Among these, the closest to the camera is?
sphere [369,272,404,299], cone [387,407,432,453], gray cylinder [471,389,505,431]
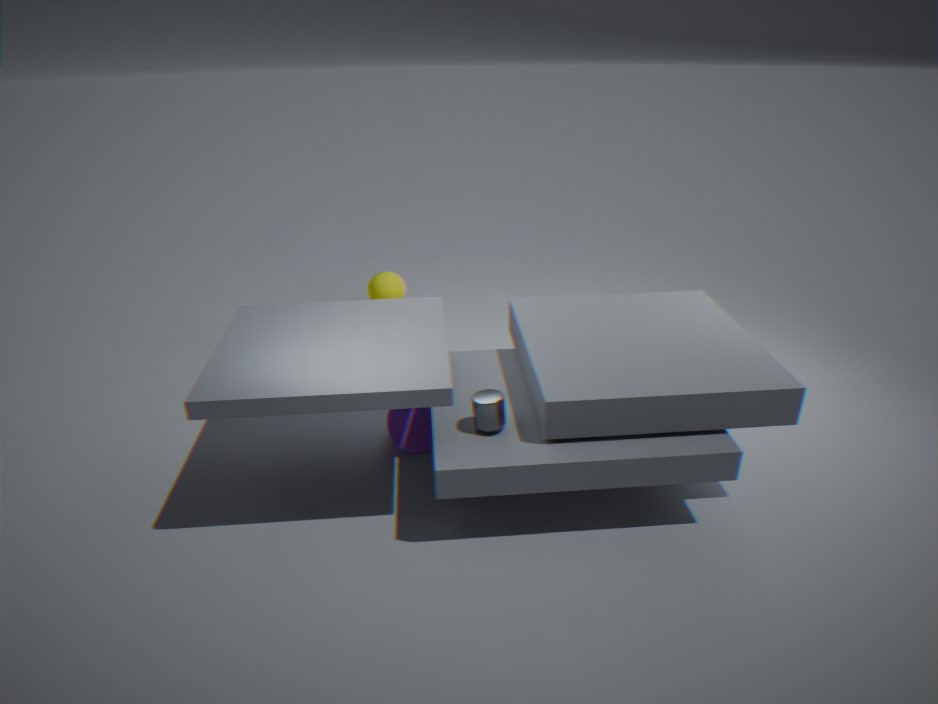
gray cylinder [471,389,505,431]
